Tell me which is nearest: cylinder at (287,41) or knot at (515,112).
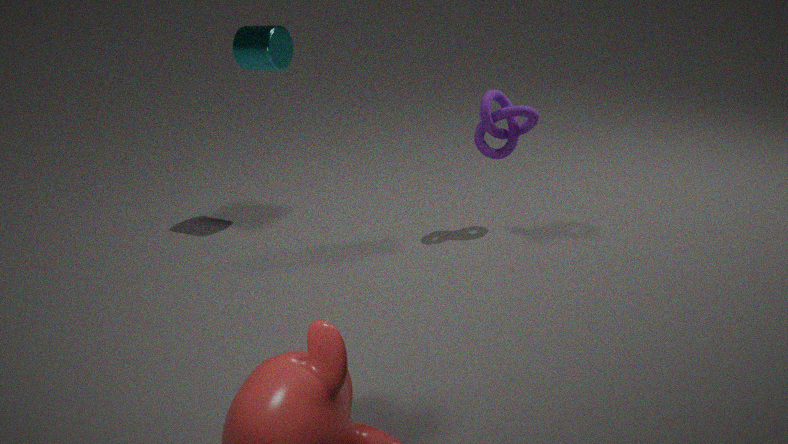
knot at (515,112)
